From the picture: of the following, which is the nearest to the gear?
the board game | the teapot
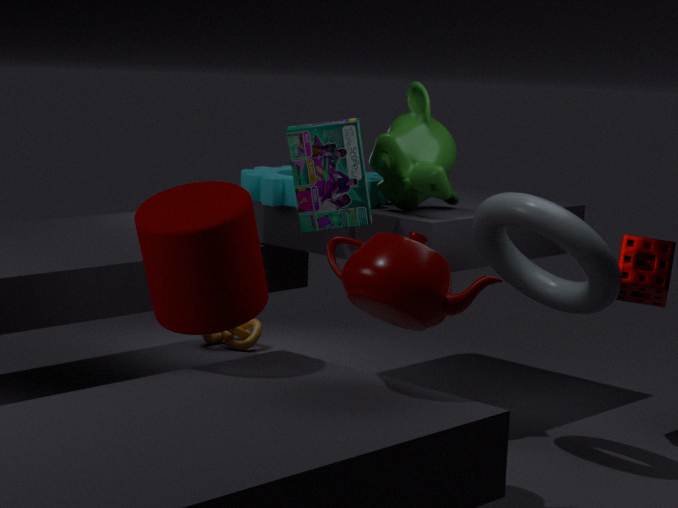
the board game
